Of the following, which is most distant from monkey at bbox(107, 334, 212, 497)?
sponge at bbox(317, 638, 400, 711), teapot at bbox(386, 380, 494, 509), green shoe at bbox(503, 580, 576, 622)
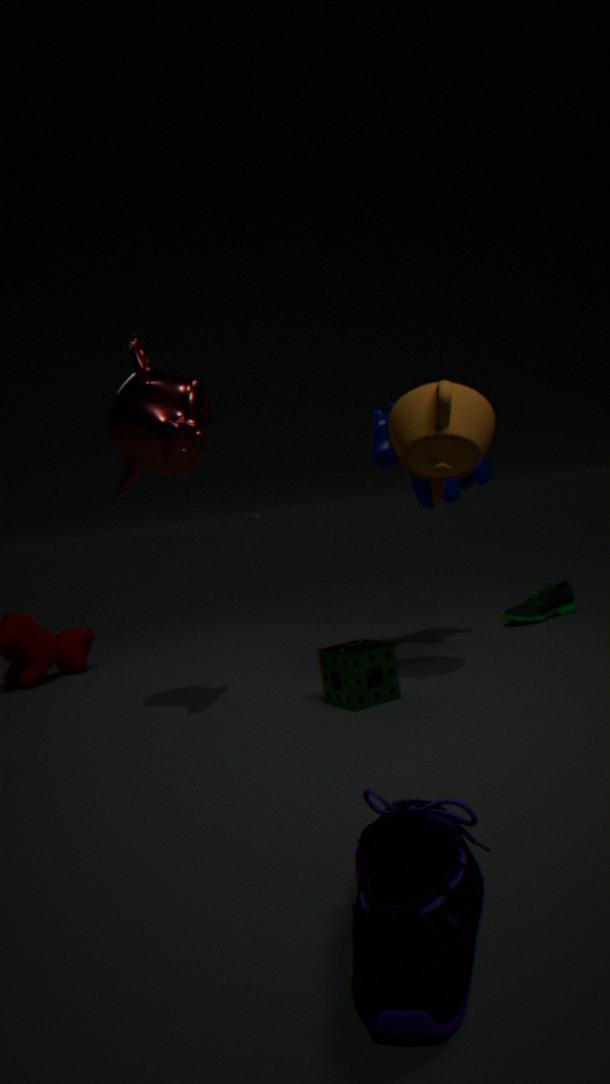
green shoe at bbox(503, 580, 576, 622)
